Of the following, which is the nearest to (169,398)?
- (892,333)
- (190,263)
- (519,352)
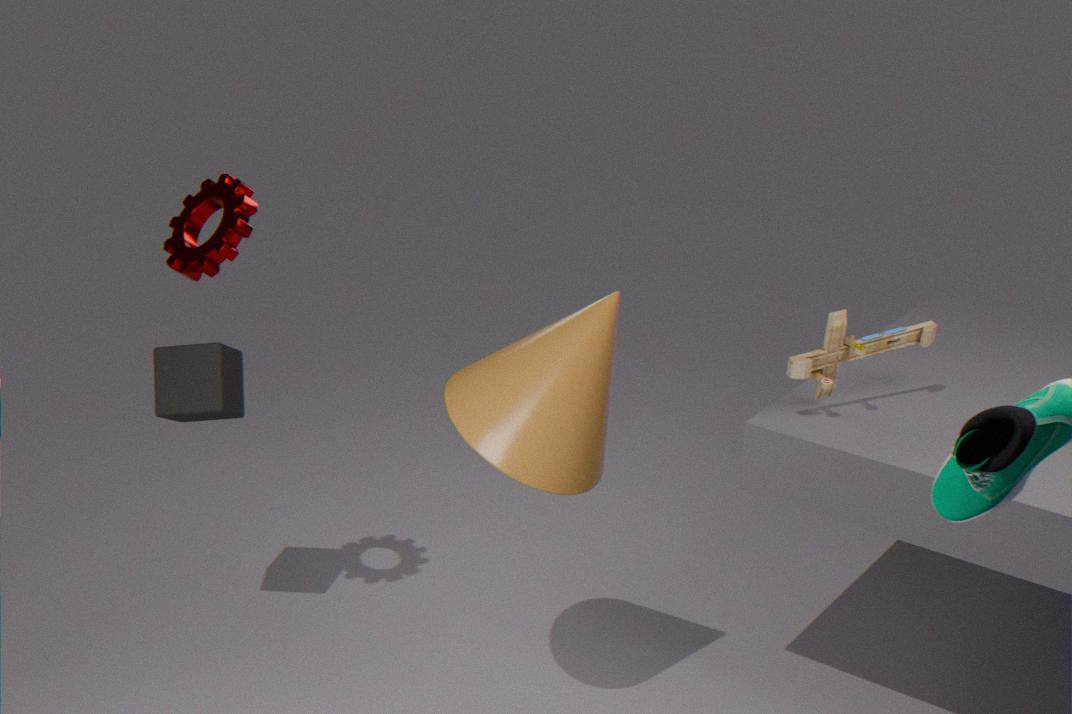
(190,263)
